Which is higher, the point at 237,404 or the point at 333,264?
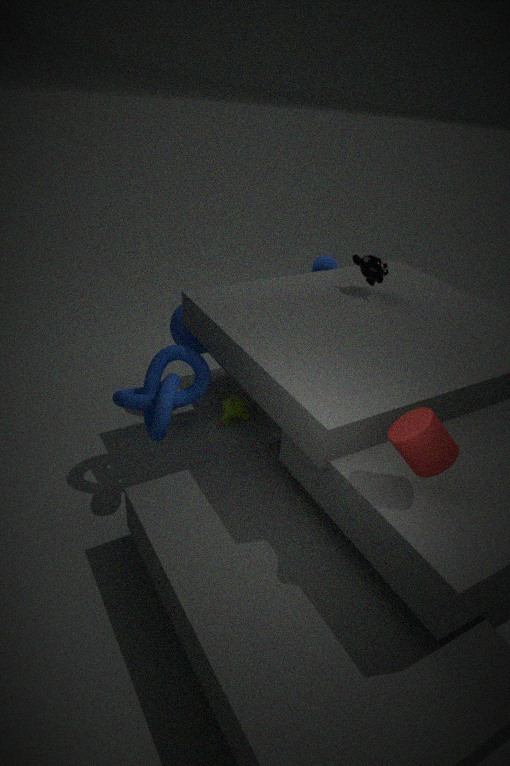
the point at 333,264
